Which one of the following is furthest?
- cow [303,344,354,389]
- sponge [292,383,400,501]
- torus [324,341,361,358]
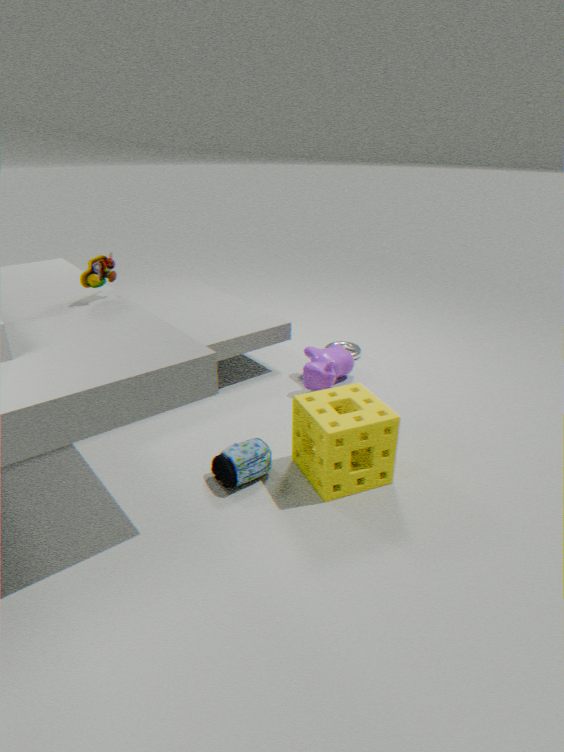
torus [324,341,361,358]
